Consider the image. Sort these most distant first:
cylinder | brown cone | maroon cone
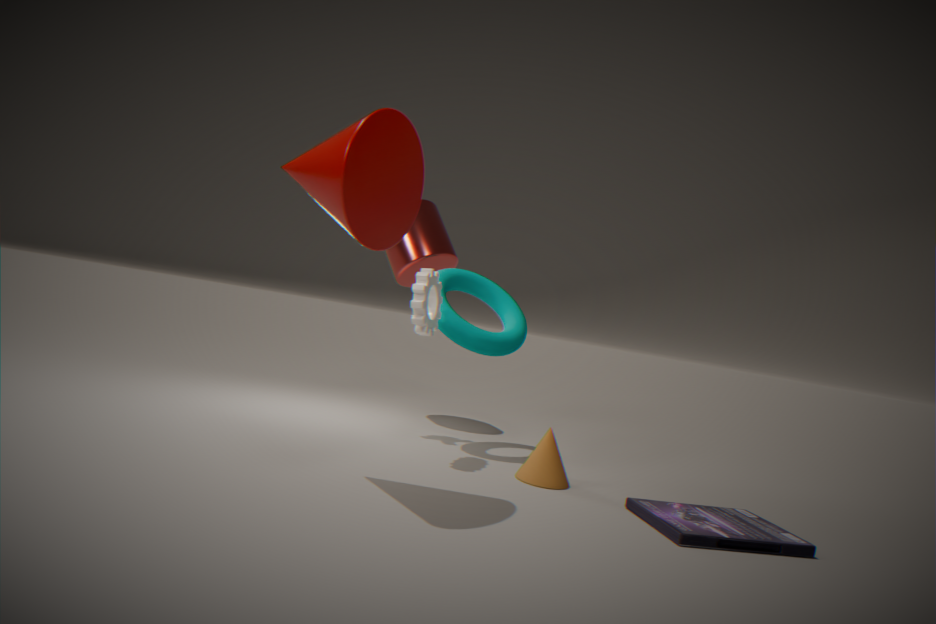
cylinder, brown cone, maroon cone
